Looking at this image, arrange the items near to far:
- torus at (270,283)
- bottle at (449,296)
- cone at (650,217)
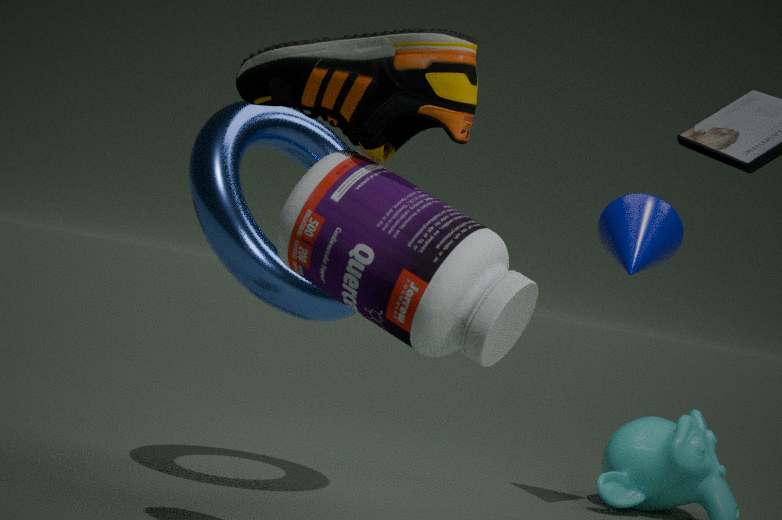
1. bottle at (449,296)
2. torus at (270,283)
3. cone at (650,217)
